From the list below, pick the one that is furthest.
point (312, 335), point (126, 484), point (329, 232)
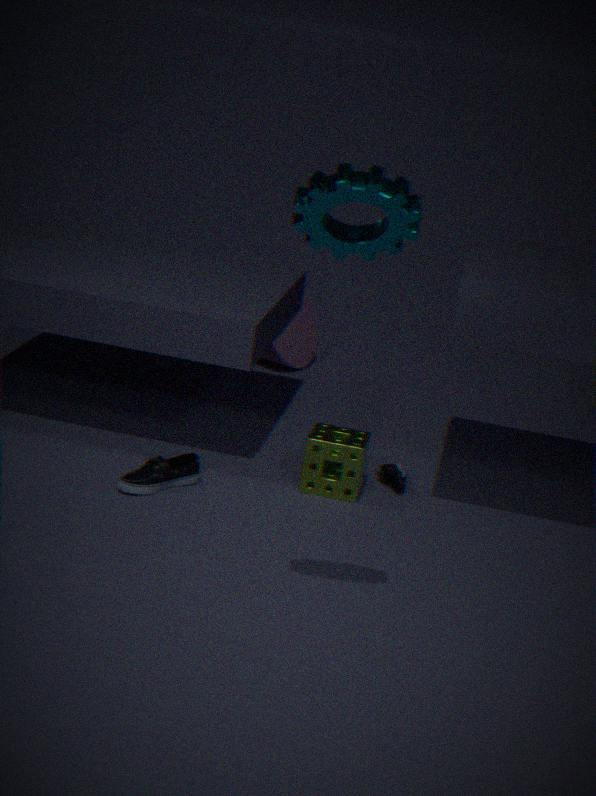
point (312, 335)
